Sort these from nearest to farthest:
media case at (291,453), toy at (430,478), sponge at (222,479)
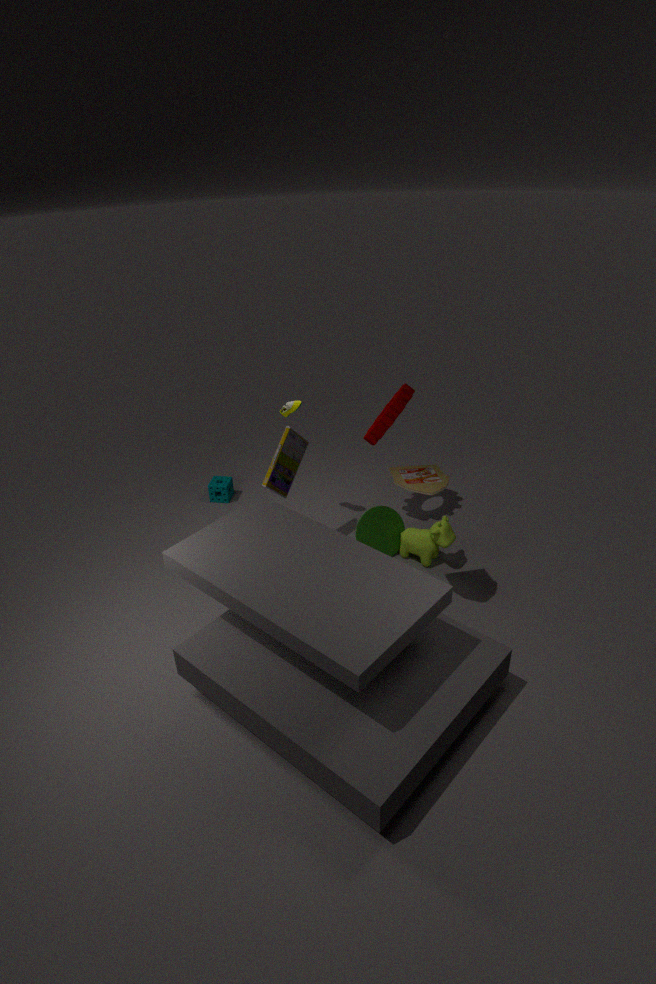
toy at (430,478), media case at (291,453), sponge at (222,479)
